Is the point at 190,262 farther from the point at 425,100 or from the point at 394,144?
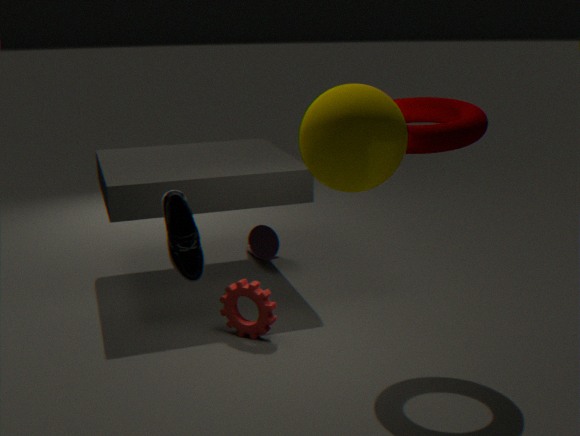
the point at 425,100
